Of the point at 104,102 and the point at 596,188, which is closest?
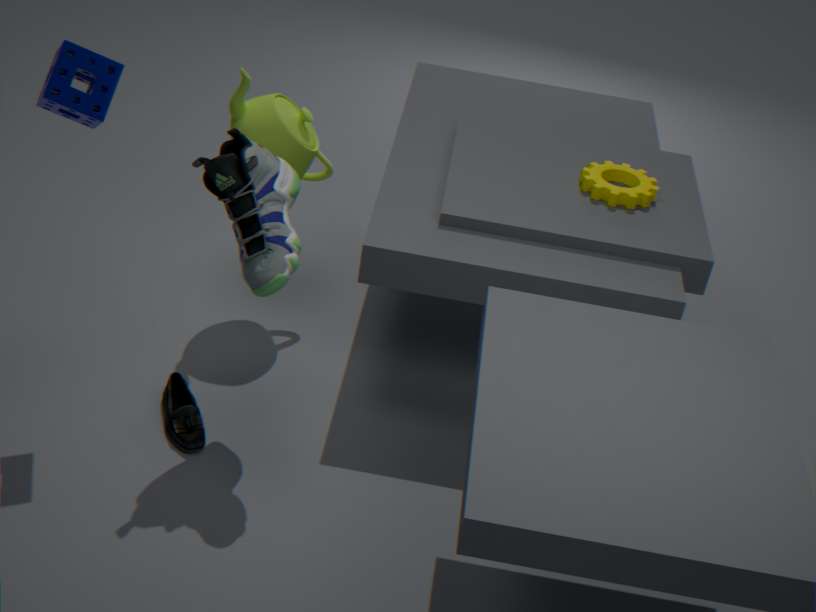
the point at 104,102
